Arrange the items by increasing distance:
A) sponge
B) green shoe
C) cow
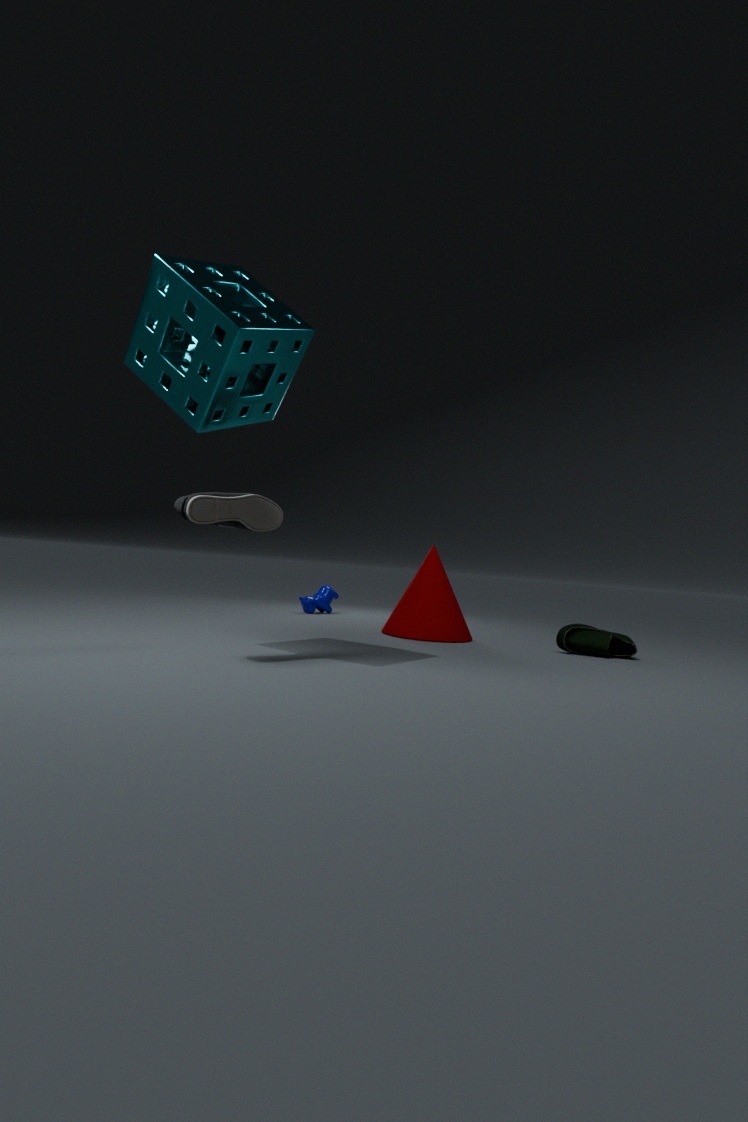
sponge < green shoe < cow
